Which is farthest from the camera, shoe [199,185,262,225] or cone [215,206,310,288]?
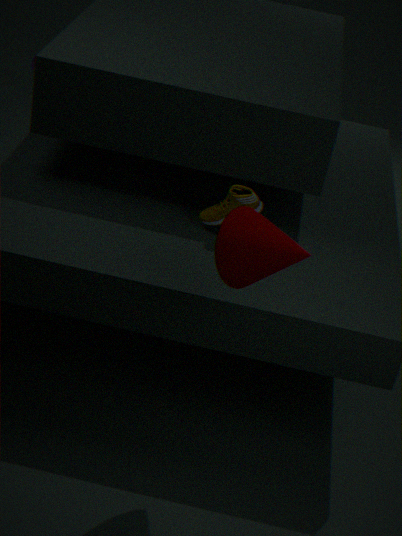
shoe [199,185,262,225]
